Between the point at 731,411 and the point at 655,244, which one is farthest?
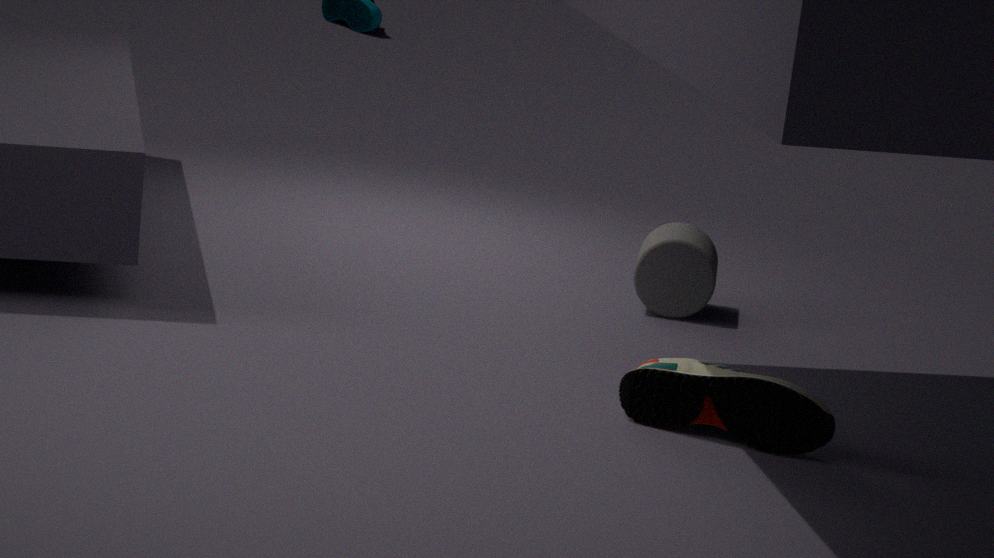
the point at 655,244
